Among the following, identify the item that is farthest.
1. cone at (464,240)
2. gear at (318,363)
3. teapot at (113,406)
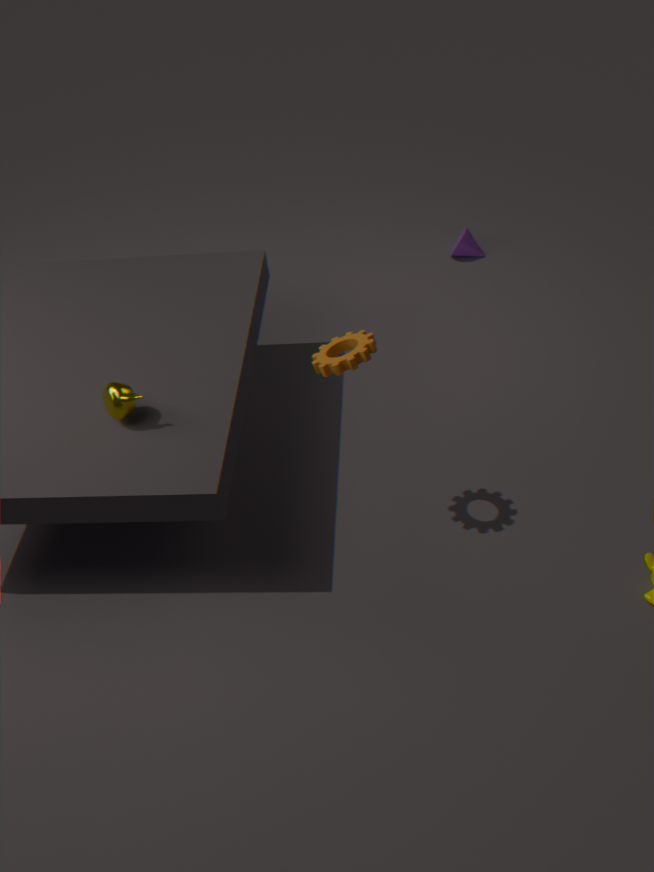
cone at (464,240)
